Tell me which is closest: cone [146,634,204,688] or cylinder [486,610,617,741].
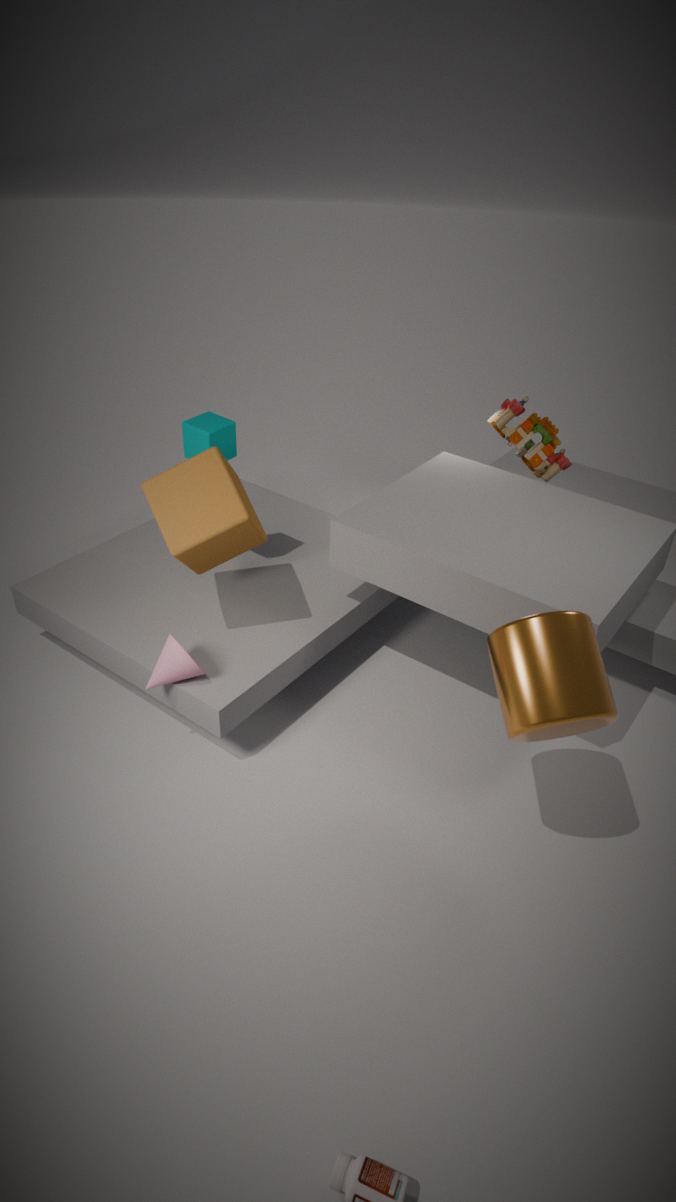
cylinder [486,610,617,741]
